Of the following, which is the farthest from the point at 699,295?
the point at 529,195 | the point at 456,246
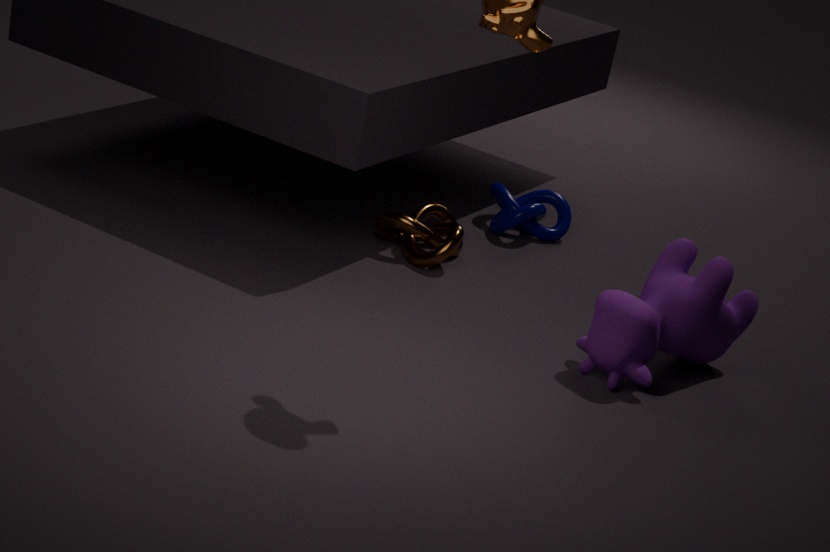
the point at 529,195
